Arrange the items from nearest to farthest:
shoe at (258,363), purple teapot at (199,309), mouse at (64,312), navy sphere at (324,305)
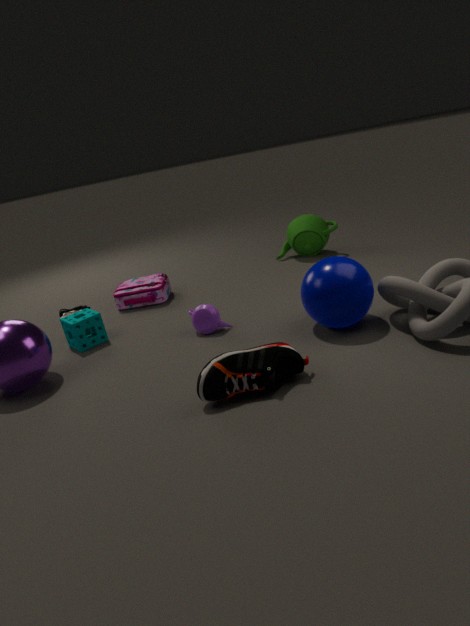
shoe at (258,363) → navy sphere at (324,305) → purple teapot at (199,309) → mouse at (64,312)
